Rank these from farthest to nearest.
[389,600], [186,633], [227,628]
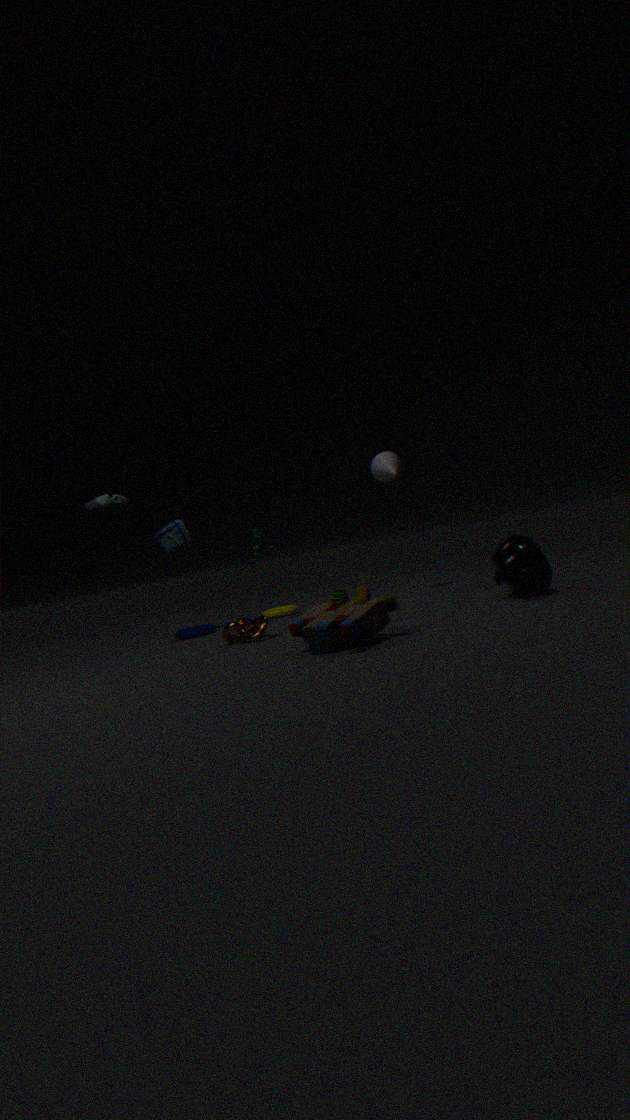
[186,633] → [227,628] → [389,600]
